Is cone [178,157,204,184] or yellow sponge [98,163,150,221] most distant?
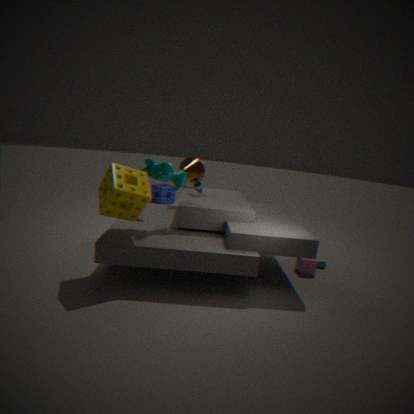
cone [178,157,204,184]
